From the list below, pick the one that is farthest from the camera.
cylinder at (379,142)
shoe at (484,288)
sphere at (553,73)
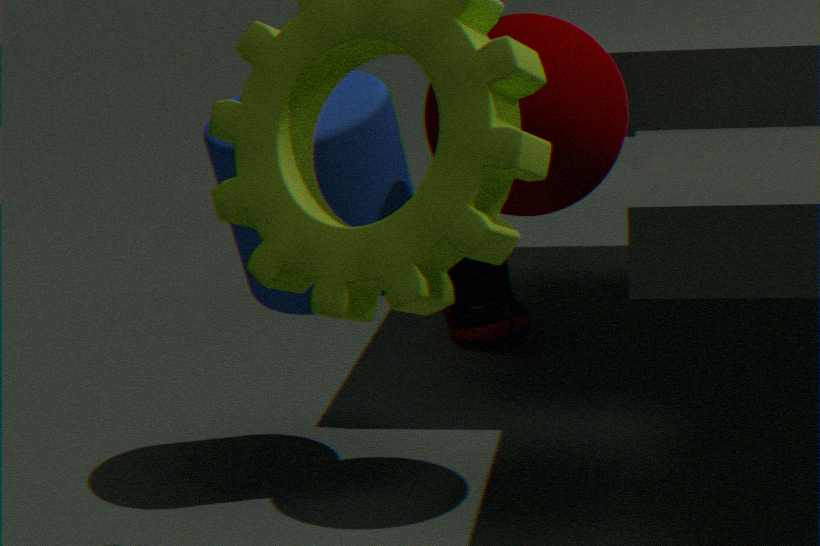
shoe at (484,288)
